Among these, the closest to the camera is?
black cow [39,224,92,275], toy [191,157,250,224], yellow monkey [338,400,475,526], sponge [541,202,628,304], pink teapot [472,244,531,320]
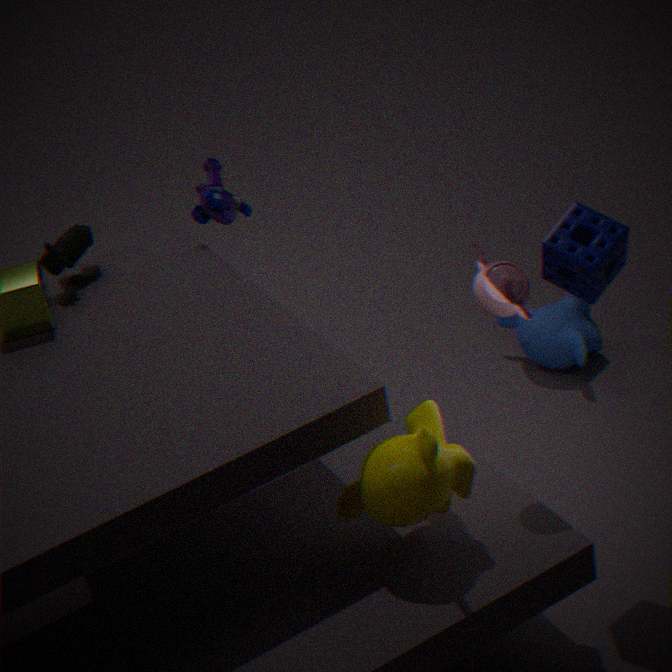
yellow monkey [338,400,475,526]
